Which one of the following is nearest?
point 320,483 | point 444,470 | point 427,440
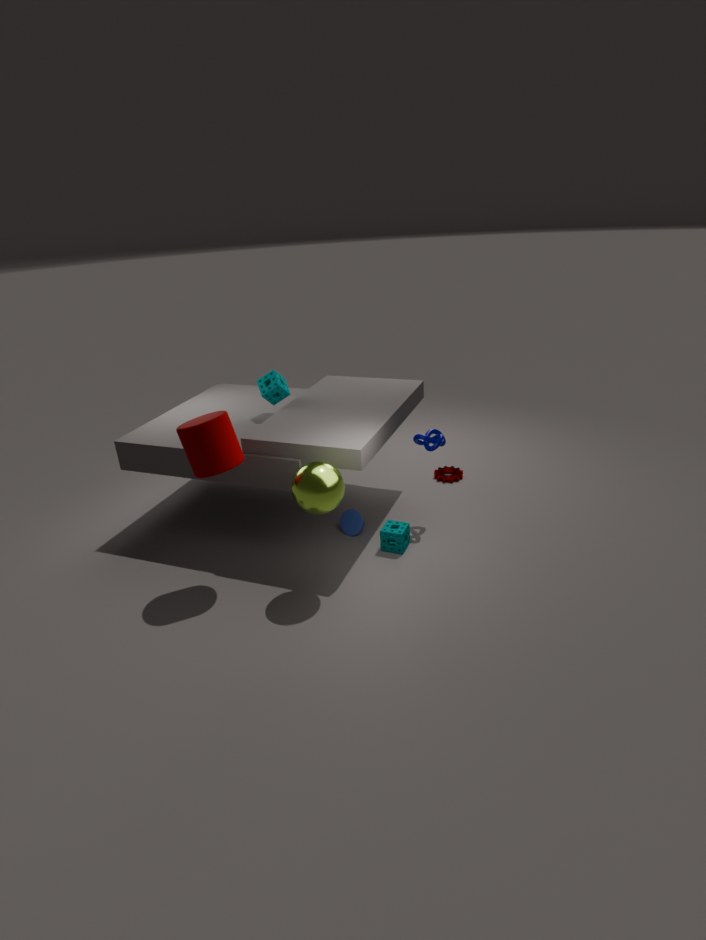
point 320,483
